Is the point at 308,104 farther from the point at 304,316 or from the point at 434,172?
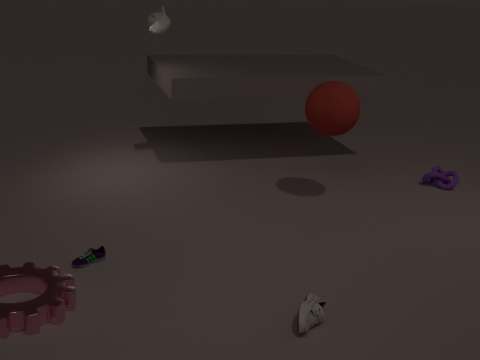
the point at 304,316
